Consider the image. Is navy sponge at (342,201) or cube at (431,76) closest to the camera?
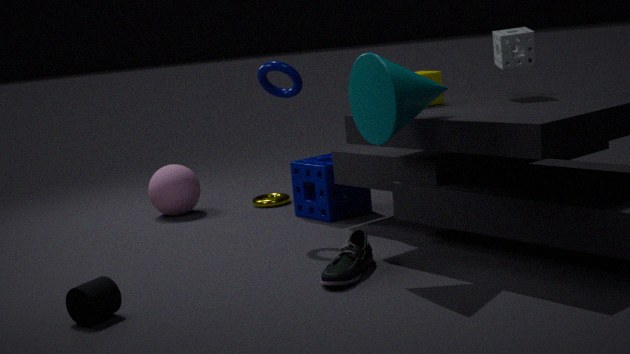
cube at (431,76)
